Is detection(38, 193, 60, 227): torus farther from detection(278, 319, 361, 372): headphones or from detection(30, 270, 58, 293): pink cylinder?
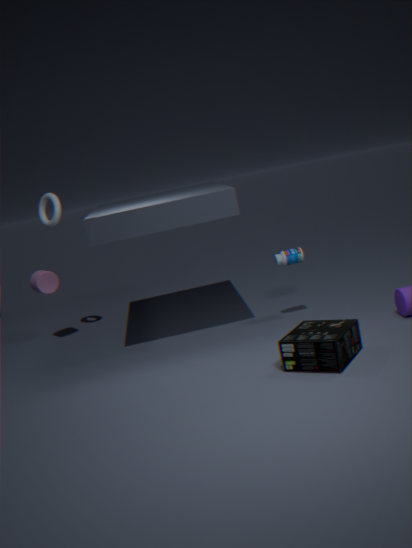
detection(278, 319, 361, 372): headphones
